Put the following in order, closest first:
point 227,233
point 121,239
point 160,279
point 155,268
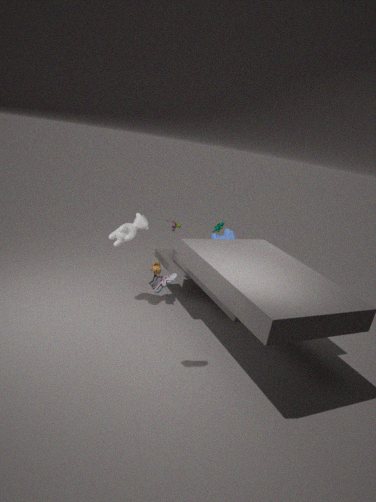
point 160,279 → point 121,239 → point 155,268 → point 227,233
